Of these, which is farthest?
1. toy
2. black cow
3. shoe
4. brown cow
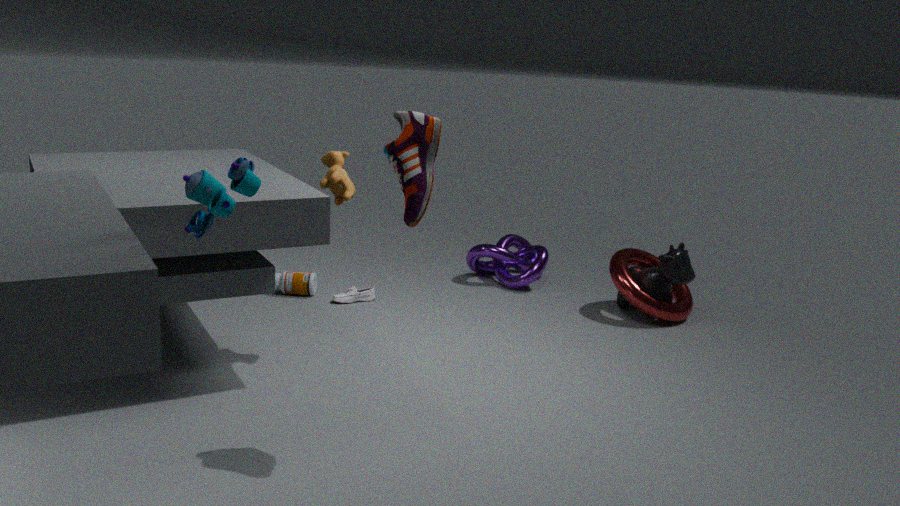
black cow
